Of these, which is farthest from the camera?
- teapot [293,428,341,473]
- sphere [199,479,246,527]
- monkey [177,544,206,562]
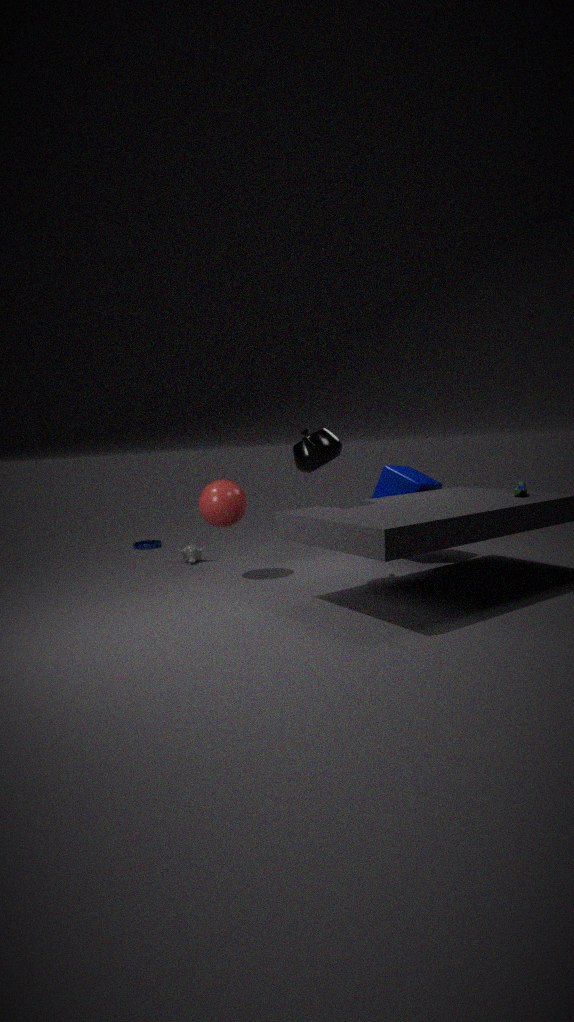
monkey [177,544,206,562]
